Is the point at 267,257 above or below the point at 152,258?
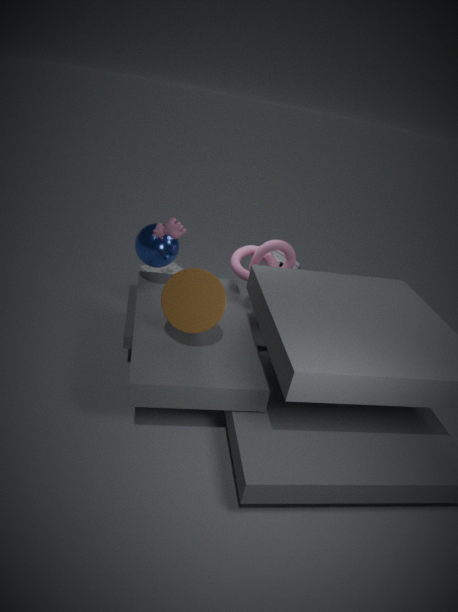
below
